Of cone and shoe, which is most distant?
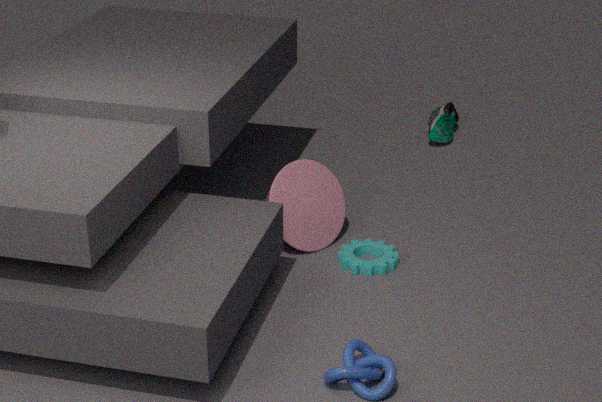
shoe
